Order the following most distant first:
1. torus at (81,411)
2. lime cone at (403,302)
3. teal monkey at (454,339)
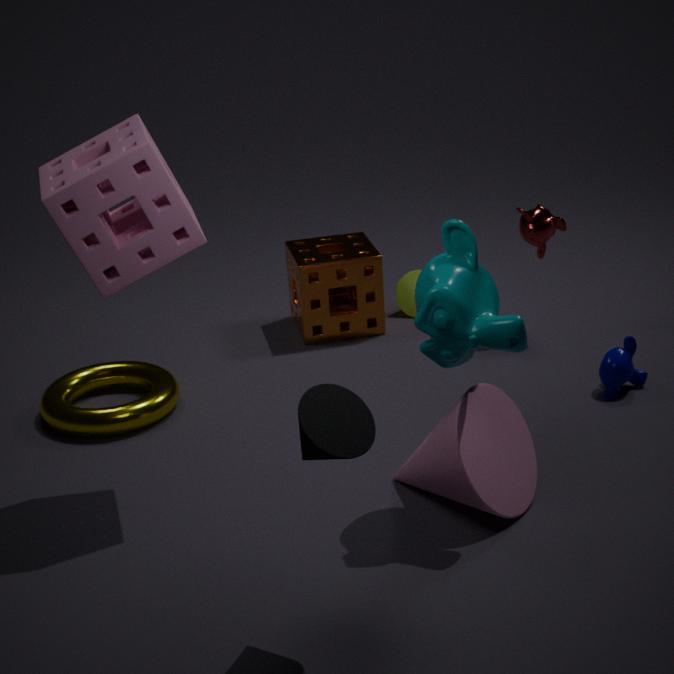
lime cone at (403,302), torus at (81,411), teal monkey at (454,339)
